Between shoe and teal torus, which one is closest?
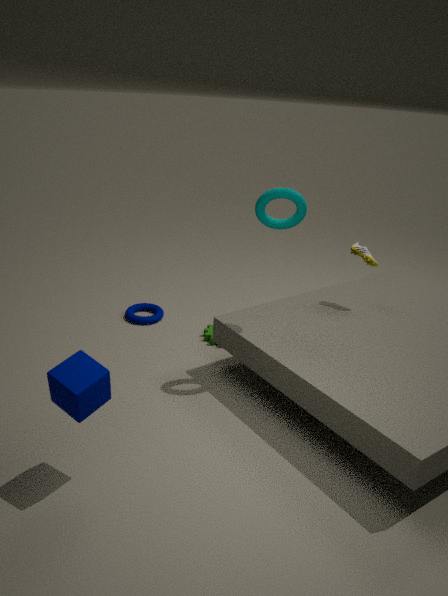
teal torus
